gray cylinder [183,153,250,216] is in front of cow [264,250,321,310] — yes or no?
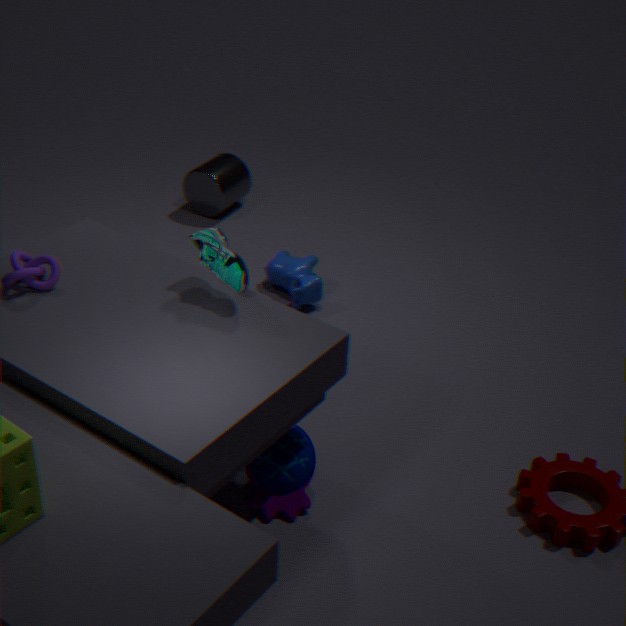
No
